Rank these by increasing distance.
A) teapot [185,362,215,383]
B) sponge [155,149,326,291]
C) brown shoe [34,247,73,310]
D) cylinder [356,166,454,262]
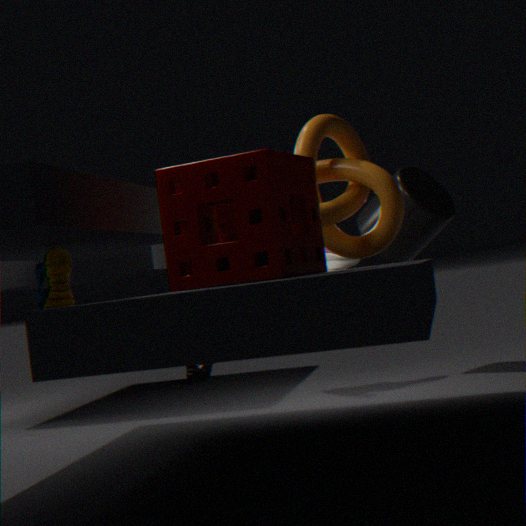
sponge [155,149,326,291] → brown shoe [34,247,73,310] → cylinder [356,166,454,262] → teapot [185,362,215,383]
